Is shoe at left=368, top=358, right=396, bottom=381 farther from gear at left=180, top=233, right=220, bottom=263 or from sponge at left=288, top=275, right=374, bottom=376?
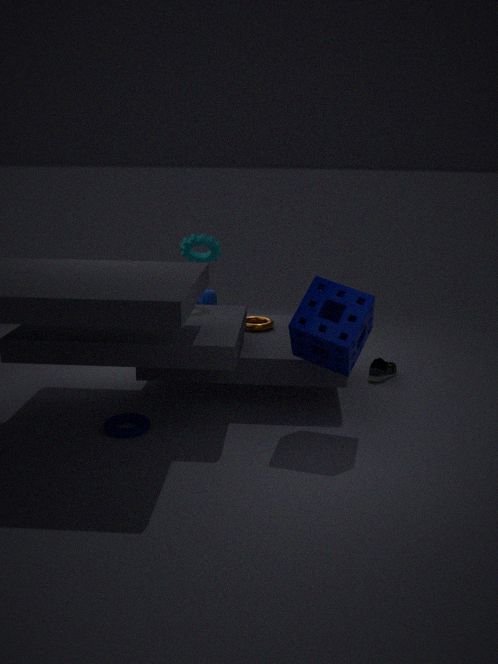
gear at left=180, top=233, right=220, bottom=263
